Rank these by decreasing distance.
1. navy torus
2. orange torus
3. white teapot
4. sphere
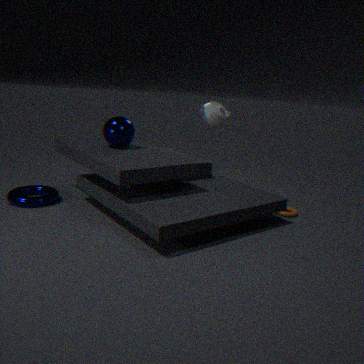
white teapot → orange torus → sphere → navy torus
